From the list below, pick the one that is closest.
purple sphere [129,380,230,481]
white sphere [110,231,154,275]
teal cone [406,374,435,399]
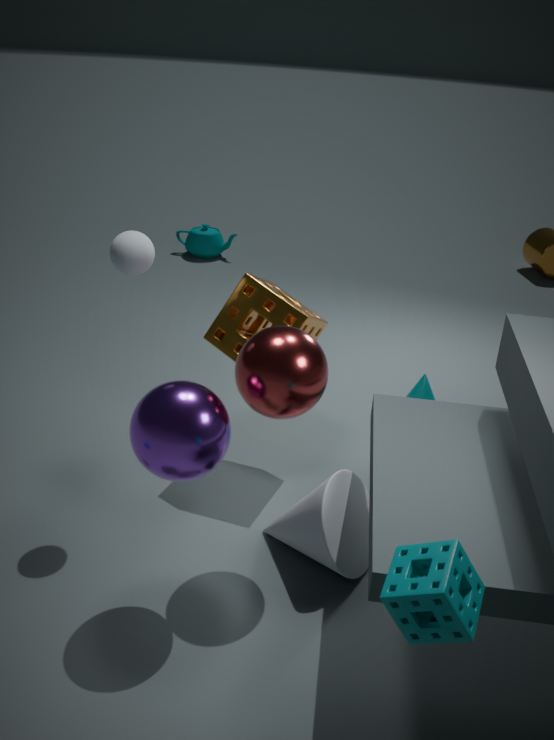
purple sphere [129,380,230,481]
